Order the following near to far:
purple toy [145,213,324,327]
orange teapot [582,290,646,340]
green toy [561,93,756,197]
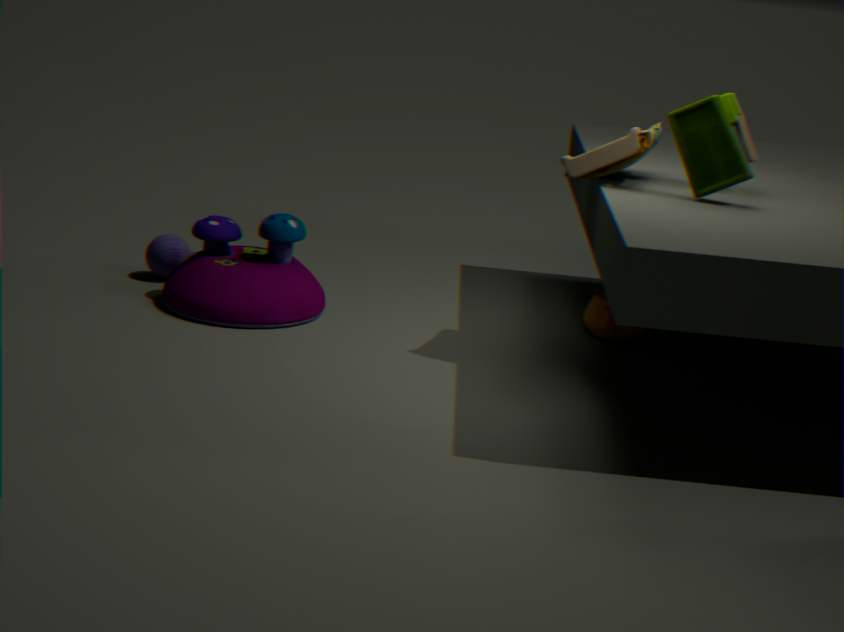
1. green toy [561,93,756,197]
2. purple toy [145,213,324,327]
3. orange teapot [582,290,646,340]
